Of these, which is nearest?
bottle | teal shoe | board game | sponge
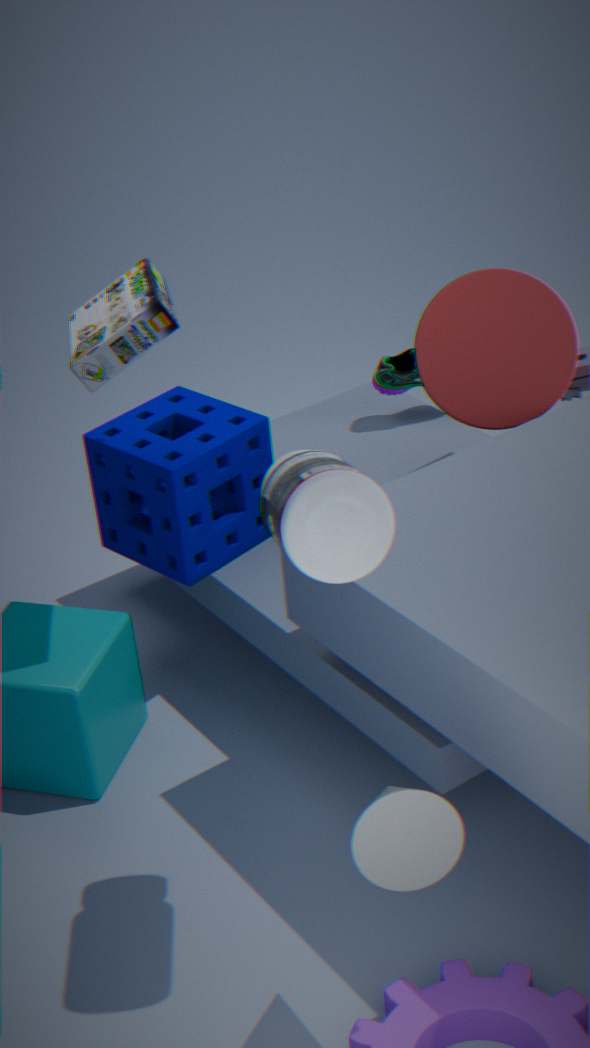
bottle
